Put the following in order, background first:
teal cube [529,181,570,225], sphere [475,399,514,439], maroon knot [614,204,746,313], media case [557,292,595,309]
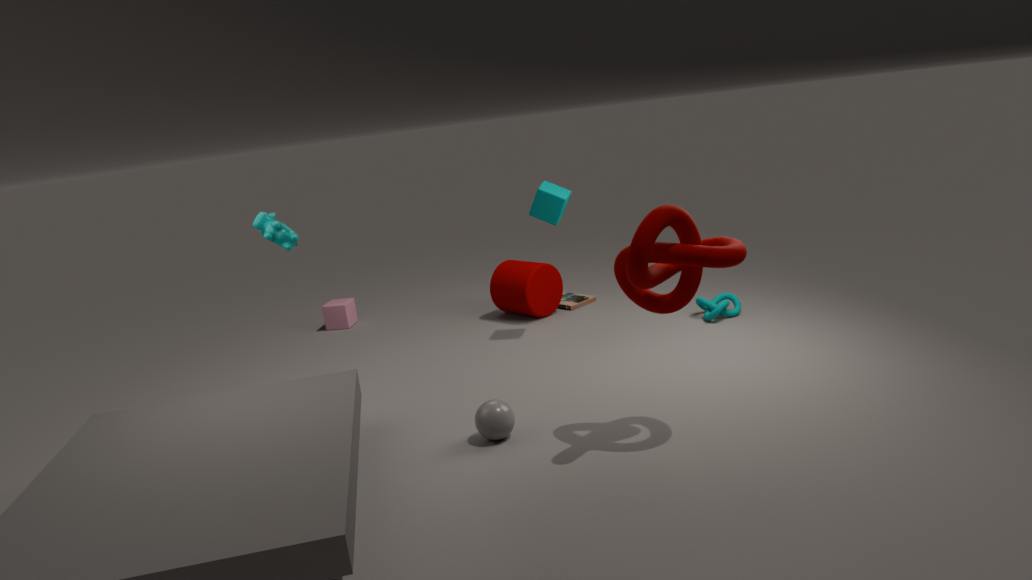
media case [557,292,595,309]
teal cube [529,181,570,225]
sphere [475,399,514,439]
maroon knot [614,204,746,313]
